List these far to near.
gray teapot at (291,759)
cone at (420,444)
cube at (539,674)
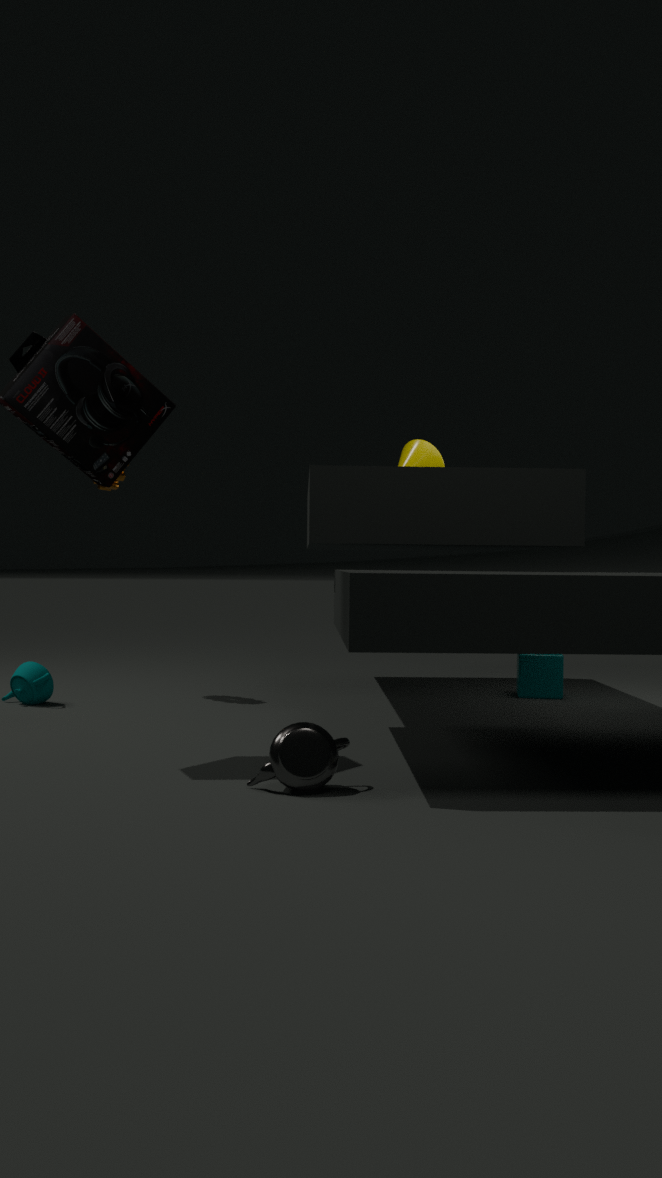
cone at (420,444)
cube at (539,674)
gray teapot at (291,759)
